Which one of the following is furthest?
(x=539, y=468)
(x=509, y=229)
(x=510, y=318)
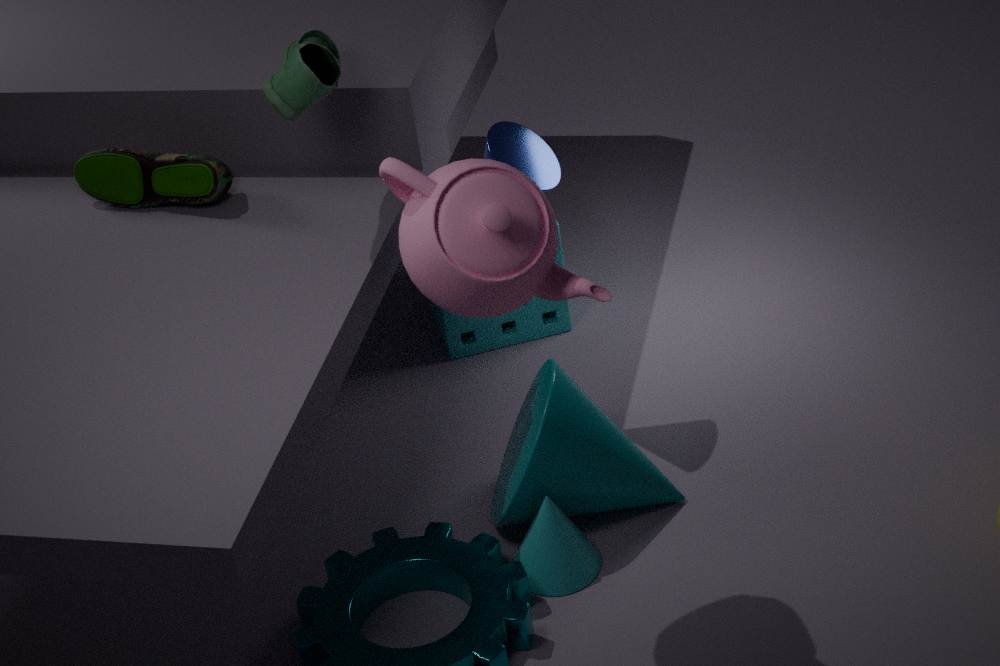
(x=510, y=318)
